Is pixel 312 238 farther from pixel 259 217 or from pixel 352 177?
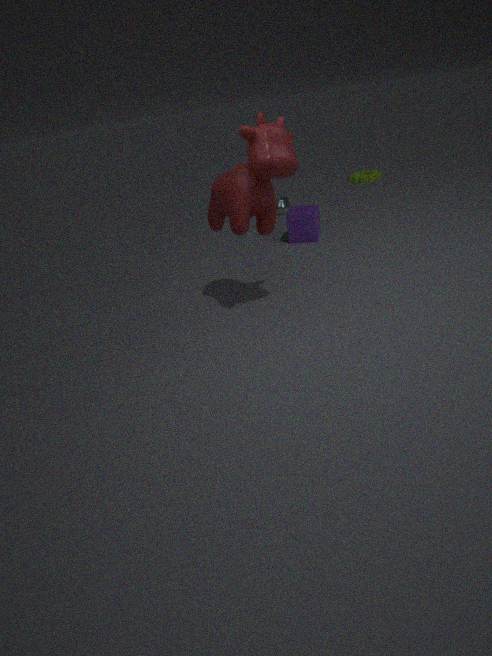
pixel 352 177
